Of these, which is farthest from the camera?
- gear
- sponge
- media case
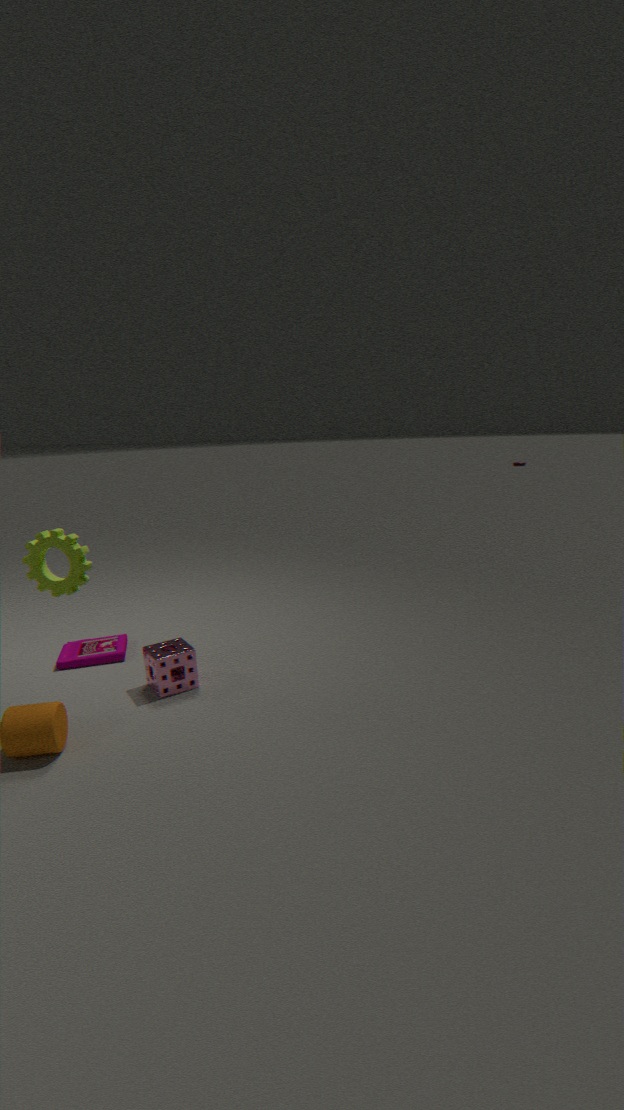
media case
